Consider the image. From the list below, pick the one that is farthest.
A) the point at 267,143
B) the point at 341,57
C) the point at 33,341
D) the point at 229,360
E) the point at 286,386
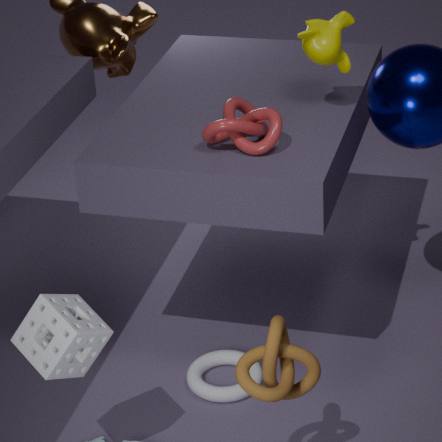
the point at 229,360
